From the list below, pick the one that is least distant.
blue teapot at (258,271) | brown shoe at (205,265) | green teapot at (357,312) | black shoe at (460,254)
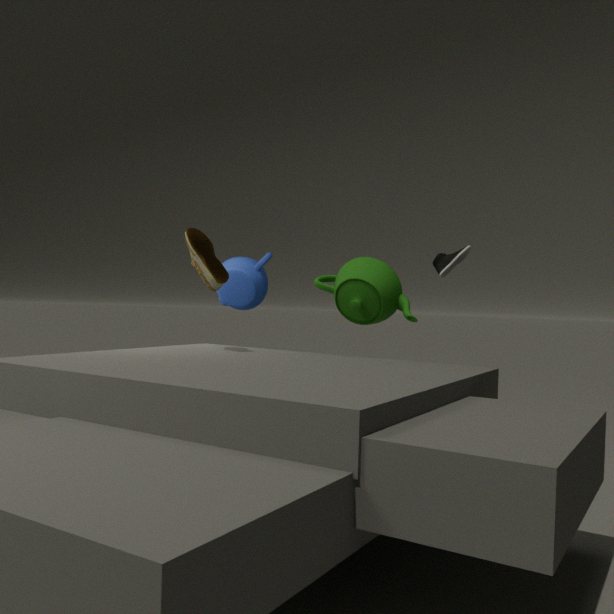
green teapot at (357,312)
